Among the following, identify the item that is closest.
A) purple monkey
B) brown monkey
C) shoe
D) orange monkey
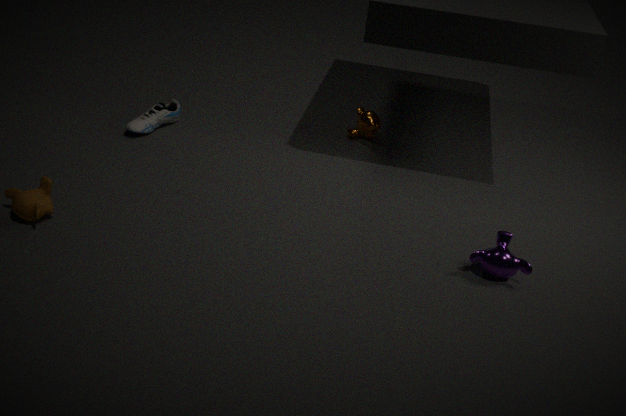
purple monkey
